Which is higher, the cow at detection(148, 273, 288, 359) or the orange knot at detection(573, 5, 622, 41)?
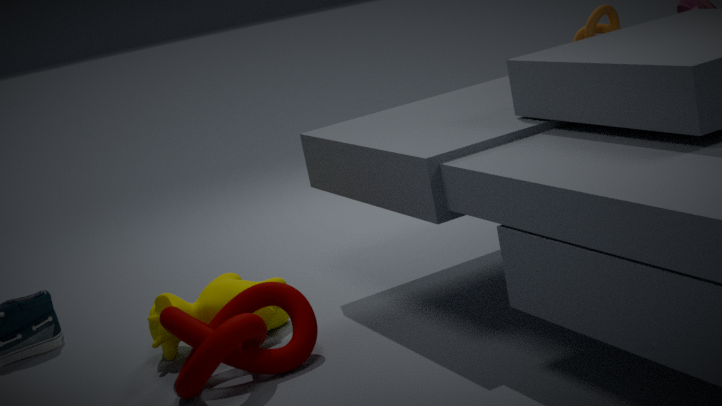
the orange knot at detection(573, 5, 622, 41)
